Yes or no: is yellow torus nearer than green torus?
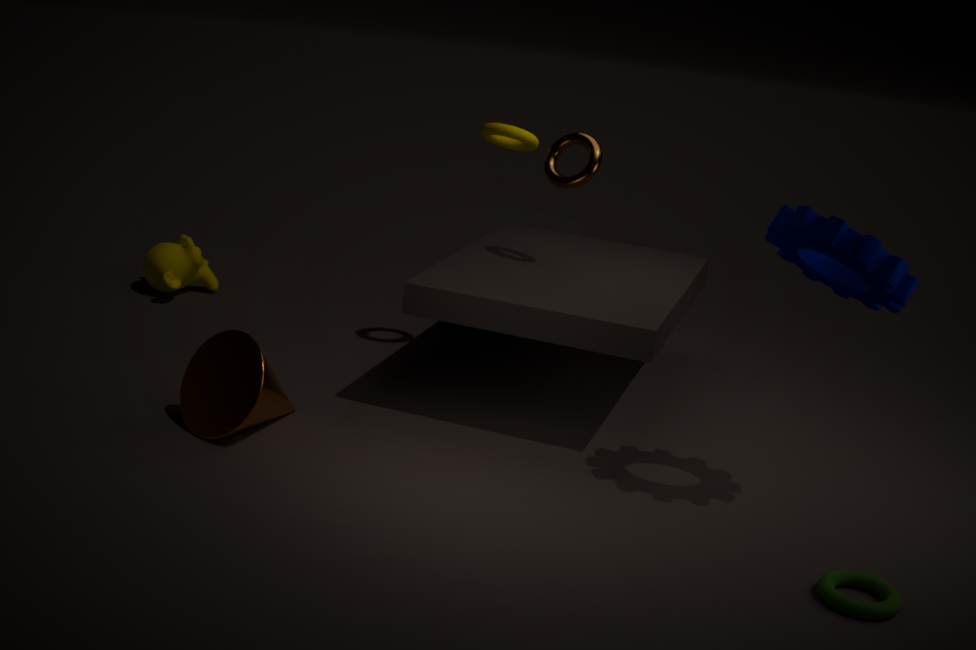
No
